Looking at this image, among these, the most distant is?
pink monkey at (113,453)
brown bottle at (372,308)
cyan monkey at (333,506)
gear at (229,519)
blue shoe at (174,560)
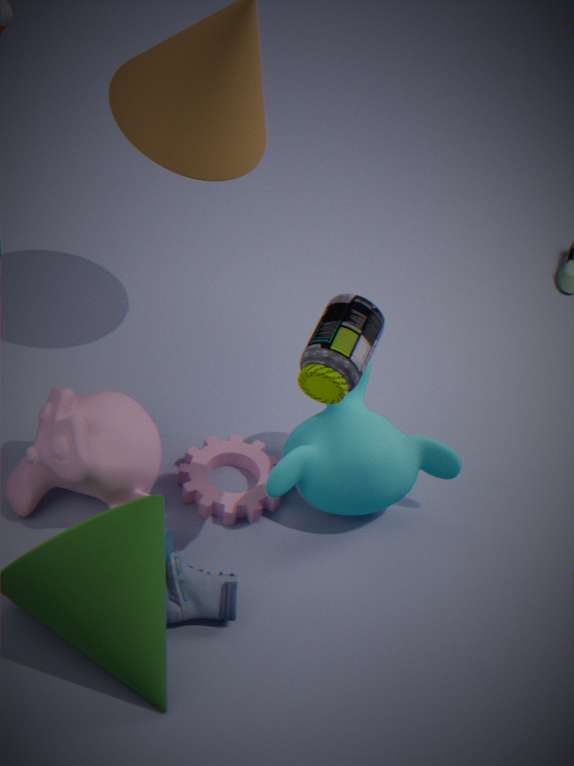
gear at (229,519)
